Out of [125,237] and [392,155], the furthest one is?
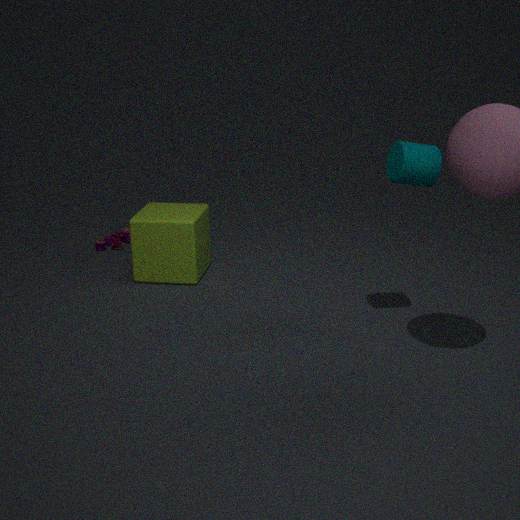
[125,237]
